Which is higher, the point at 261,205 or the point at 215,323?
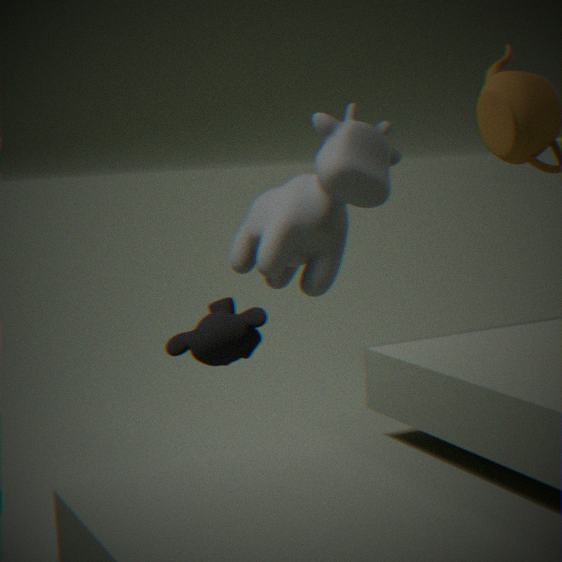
the point at 261,205
